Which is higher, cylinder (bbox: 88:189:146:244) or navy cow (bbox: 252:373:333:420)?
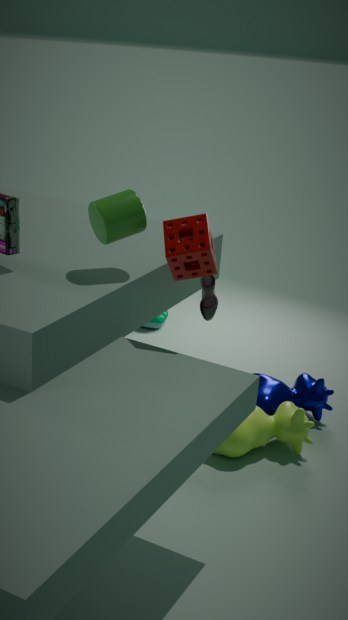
cylinder (bbox: 88:189:146:244)
